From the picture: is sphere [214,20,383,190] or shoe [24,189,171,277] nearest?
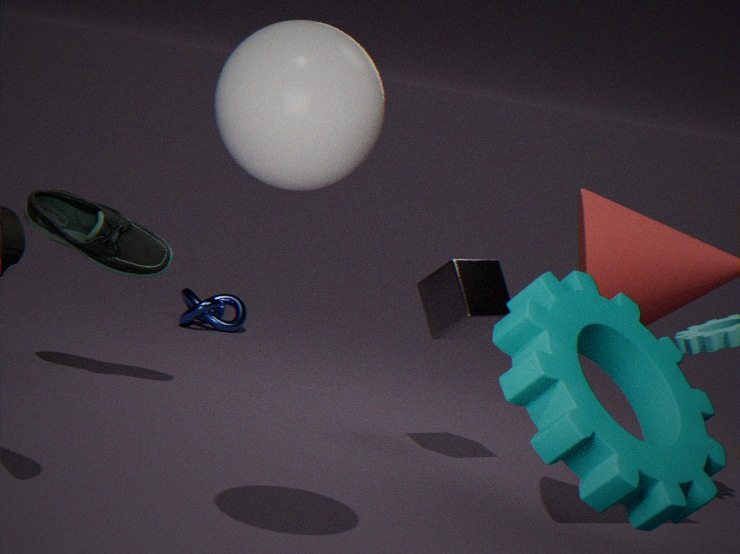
sphere [214,20,383,190]
